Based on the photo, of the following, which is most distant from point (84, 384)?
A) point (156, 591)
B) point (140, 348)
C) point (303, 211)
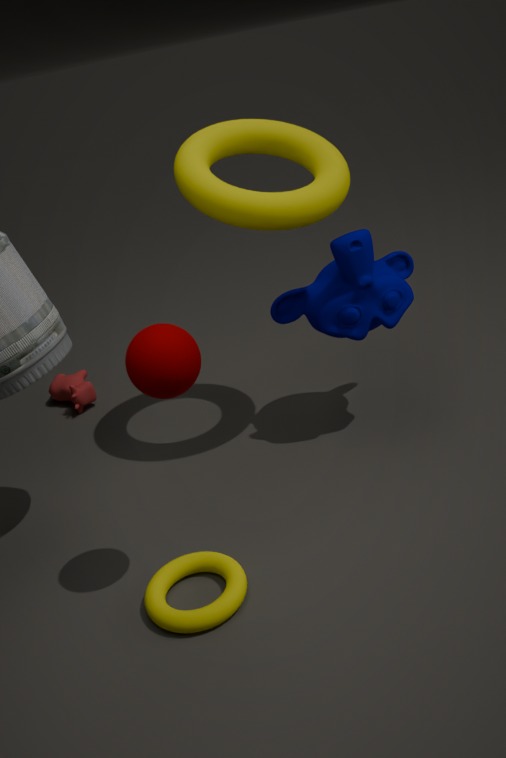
point (140, 348)
